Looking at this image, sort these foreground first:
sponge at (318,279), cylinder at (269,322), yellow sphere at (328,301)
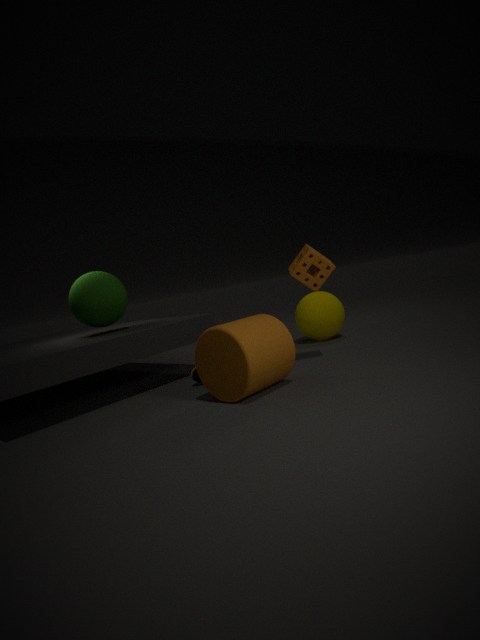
cylinder at (269,322)
sponge at (318,279)
yellow sphere at (328,301)
